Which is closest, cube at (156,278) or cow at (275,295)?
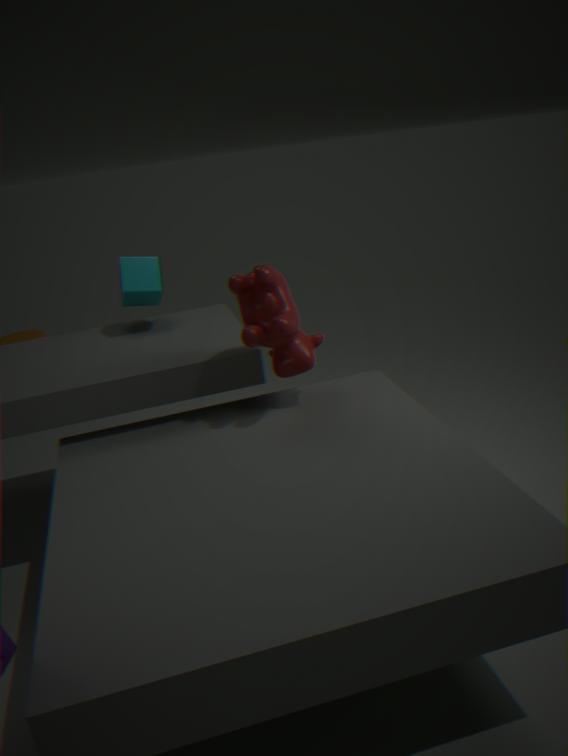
cow at (275,295)
